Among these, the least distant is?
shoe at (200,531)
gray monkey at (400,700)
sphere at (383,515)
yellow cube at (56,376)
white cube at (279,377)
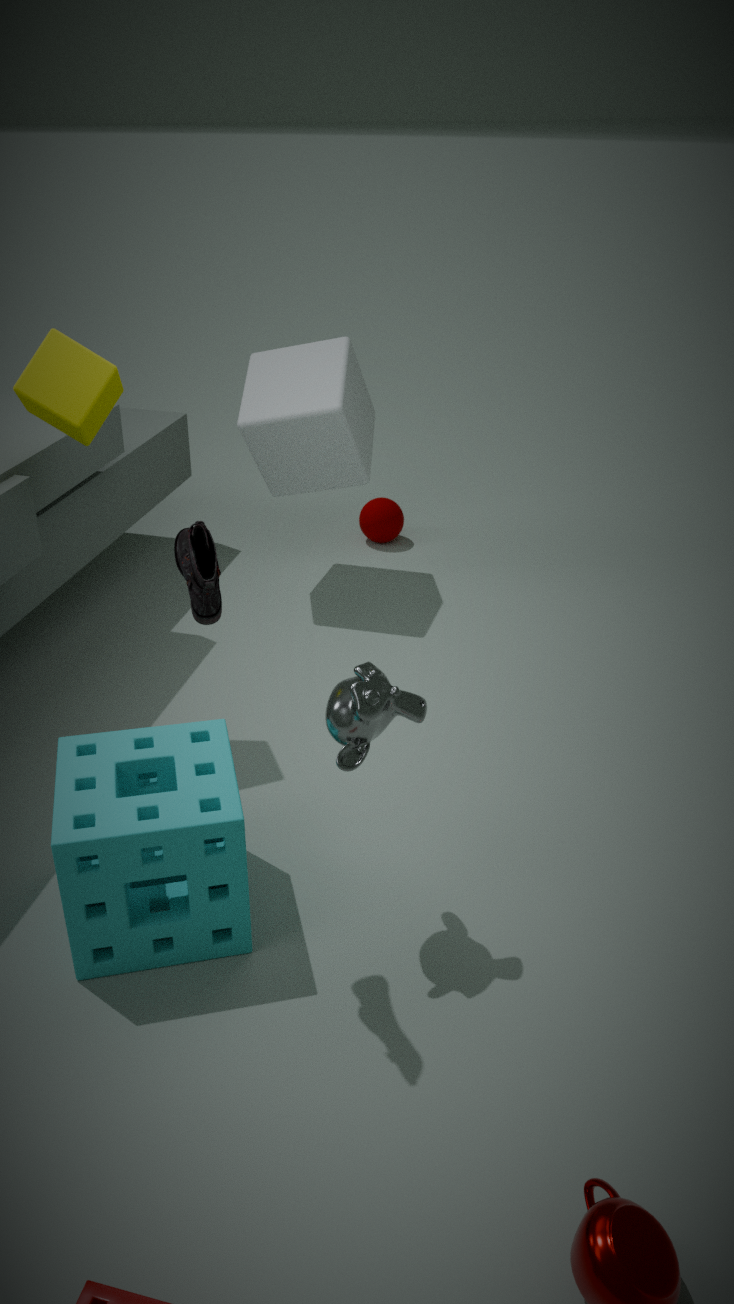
shoe at (200,531)
